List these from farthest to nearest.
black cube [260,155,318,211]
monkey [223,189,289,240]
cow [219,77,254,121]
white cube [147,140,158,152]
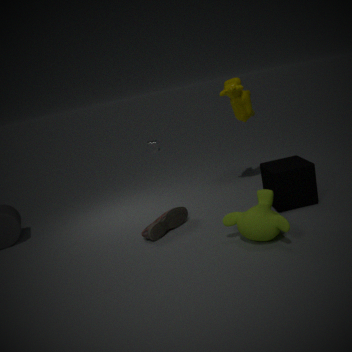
white cube [147,140,158,152]
cow [219,77,254,121]
black cube [260,155,318,211]
monkey [223,189,289,240]
